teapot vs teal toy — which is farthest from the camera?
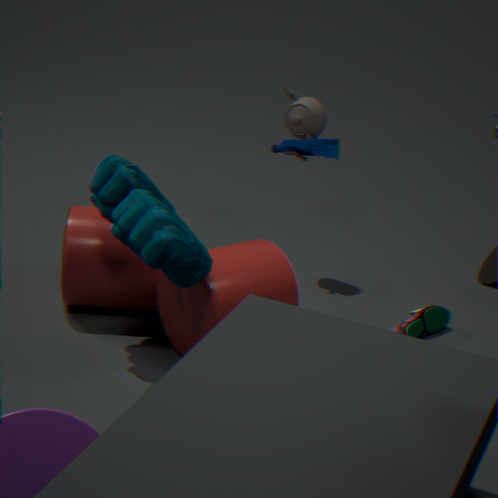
teapot
